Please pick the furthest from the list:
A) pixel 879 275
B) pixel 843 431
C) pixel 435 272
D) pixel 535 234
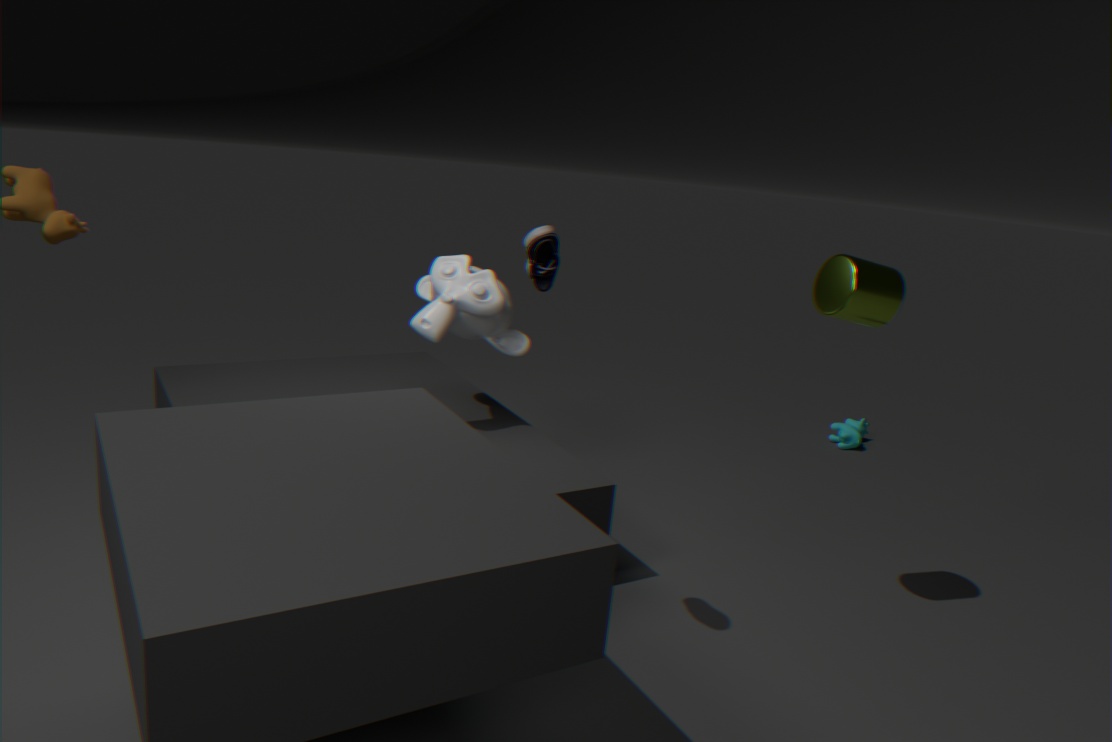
pixel 843 431
